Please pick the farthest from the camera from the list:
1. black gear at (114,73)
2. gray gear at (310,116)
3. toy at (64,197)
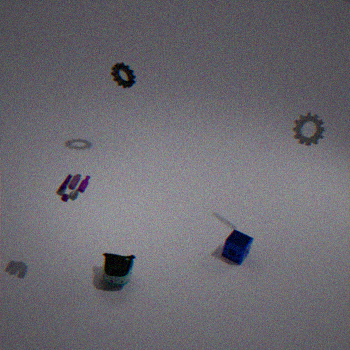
black gear at (114,73)
